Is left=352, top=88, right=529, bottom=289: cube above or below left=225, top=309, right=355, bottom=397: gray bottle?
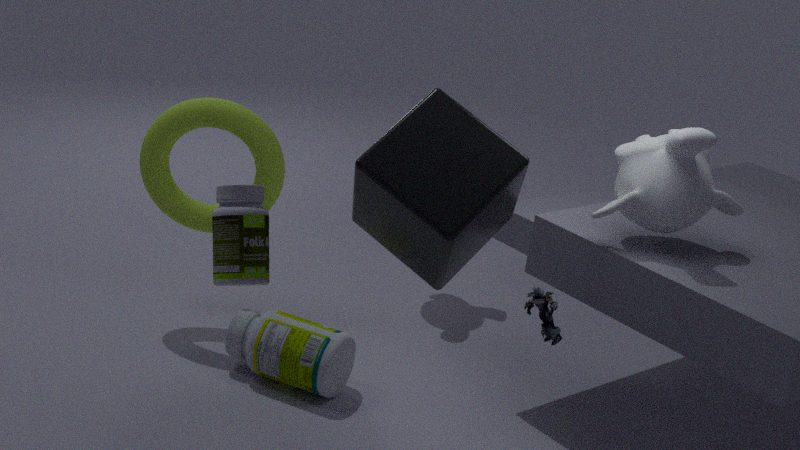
above
